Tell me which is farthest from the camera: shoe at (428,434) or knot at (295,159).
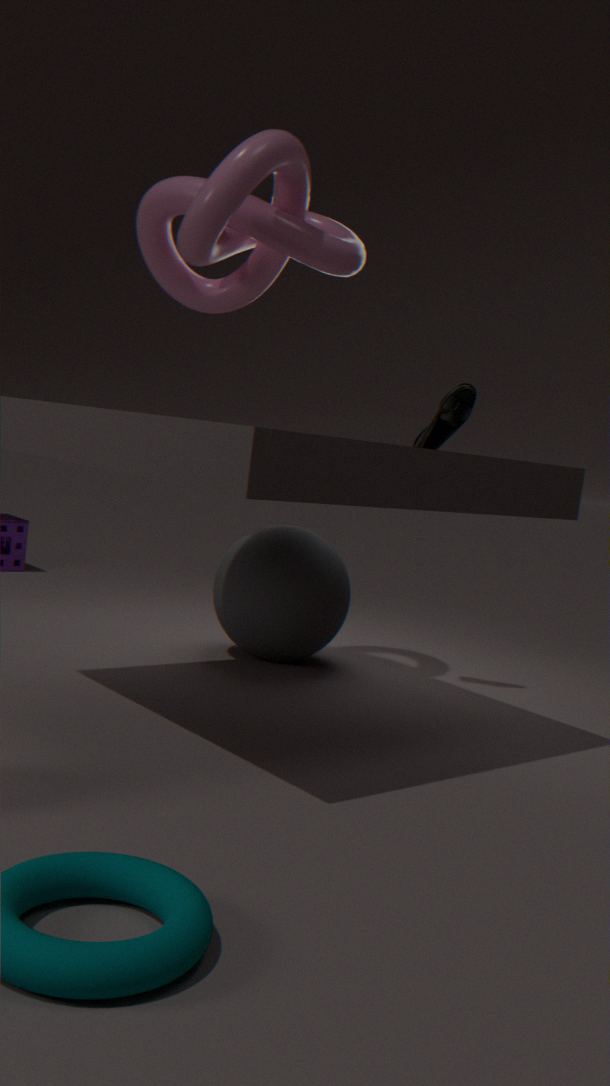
shoe at (428,434)
